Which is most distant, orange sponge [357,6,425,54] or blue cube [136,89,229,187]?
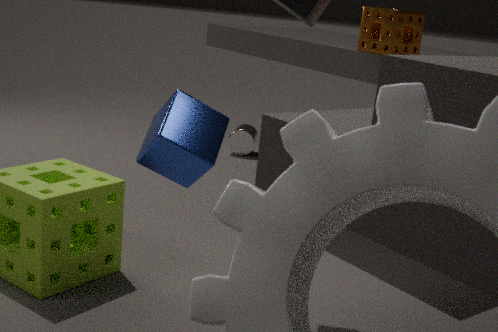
orange sponge [357,6,425,54]
